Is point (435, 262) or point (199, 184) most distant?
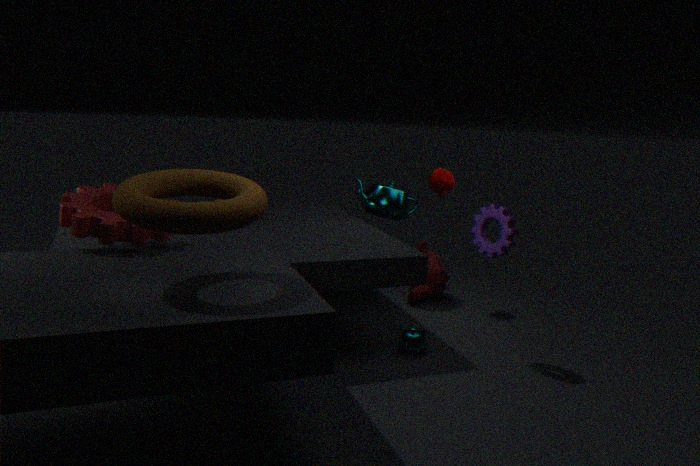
→ point (435, 262)
